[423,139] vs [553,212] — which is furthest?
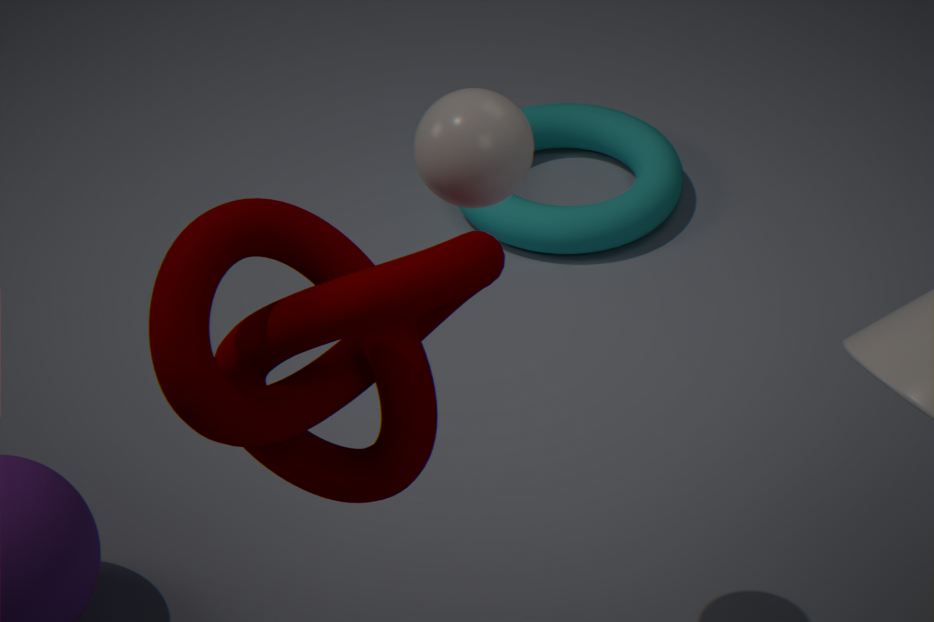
[553,212]
